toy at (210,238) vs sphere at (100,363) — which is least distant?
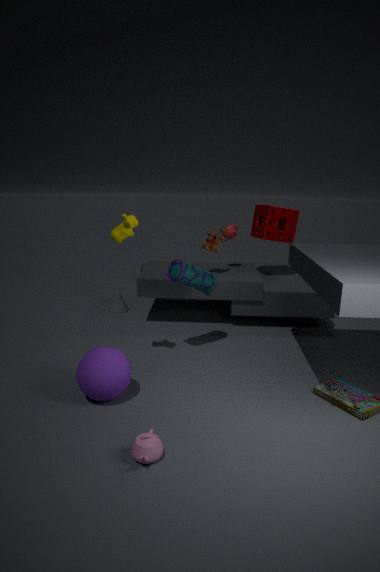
sphere at (100,363)
